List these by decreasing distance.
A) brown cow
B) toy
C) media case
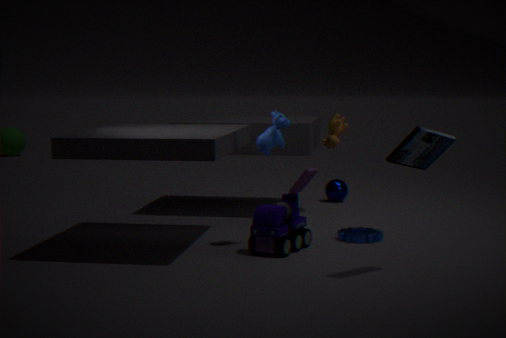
brown cow, toy, media case
